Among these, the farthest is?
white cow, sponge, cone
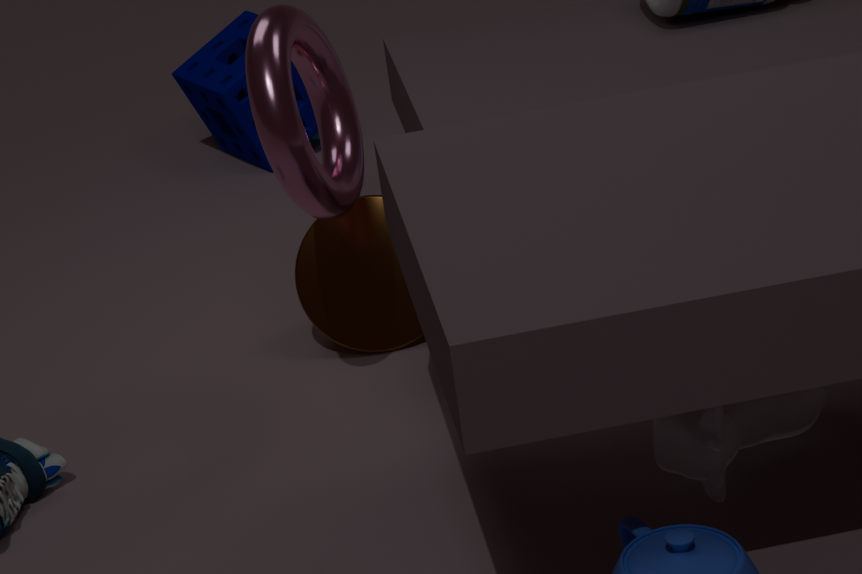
sponge
